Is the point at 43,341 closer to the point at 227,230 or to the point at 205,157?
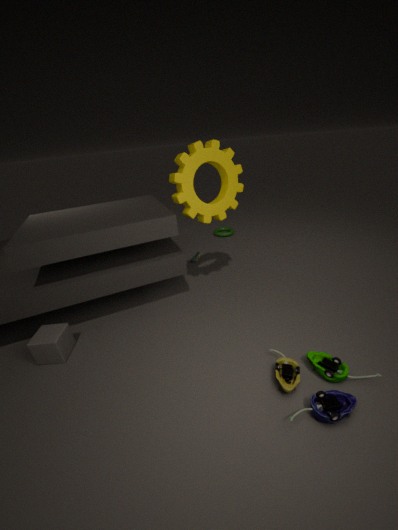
the point at 205,157
